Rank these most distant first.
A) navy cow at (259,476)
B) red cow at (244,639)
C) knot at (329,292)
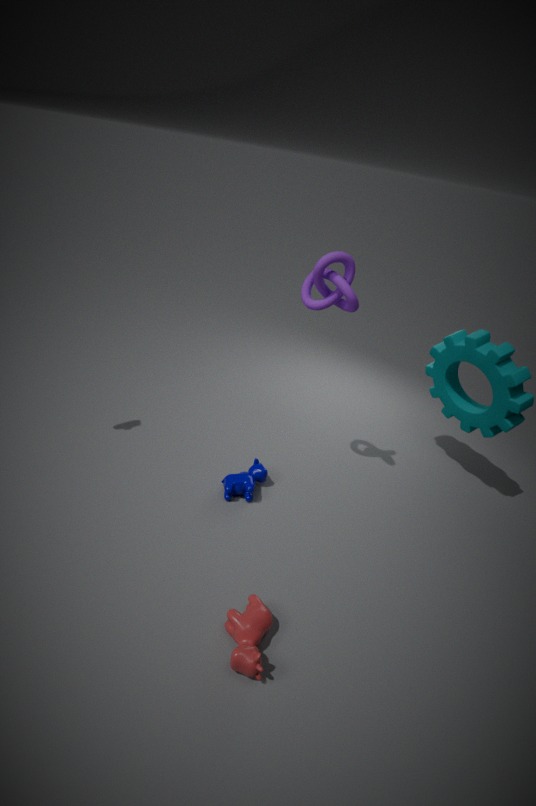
navy cow at (259,476), knot at (329,292), red cow at (244,639)
